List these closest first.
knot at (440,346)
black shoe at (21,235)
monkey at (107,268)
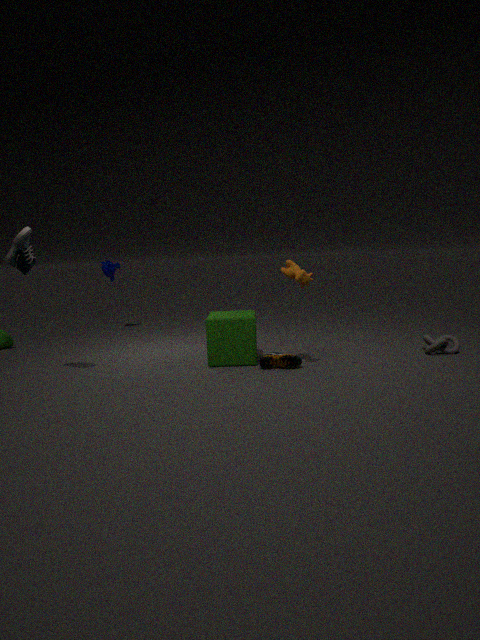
1. black shoe at (21,235)
2. knot at (440,346)
3. monkey at (107,268)
